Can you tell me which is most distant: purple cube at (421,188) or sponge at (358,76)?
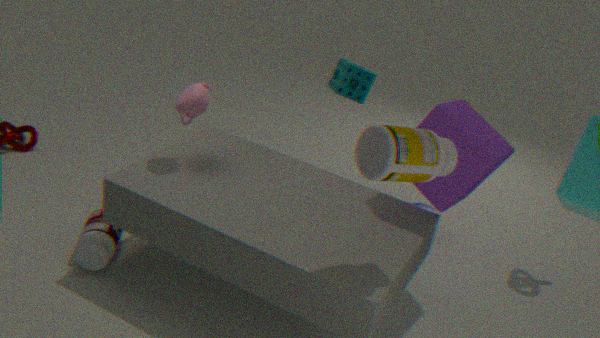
sponge at (358,76)
